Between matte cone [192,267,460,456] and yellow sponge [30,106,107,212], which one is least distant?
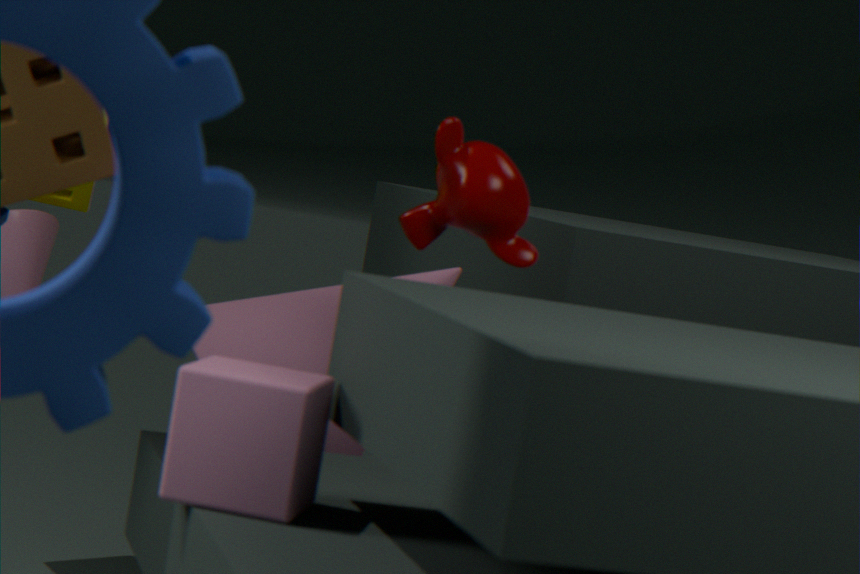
matte cone [192,267,460,456]
